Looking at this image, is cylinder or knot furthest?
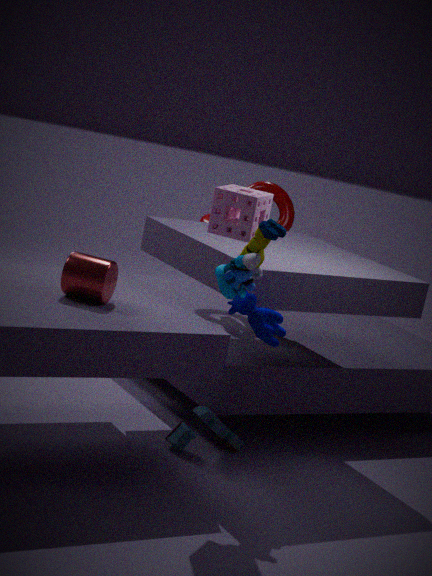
knot
